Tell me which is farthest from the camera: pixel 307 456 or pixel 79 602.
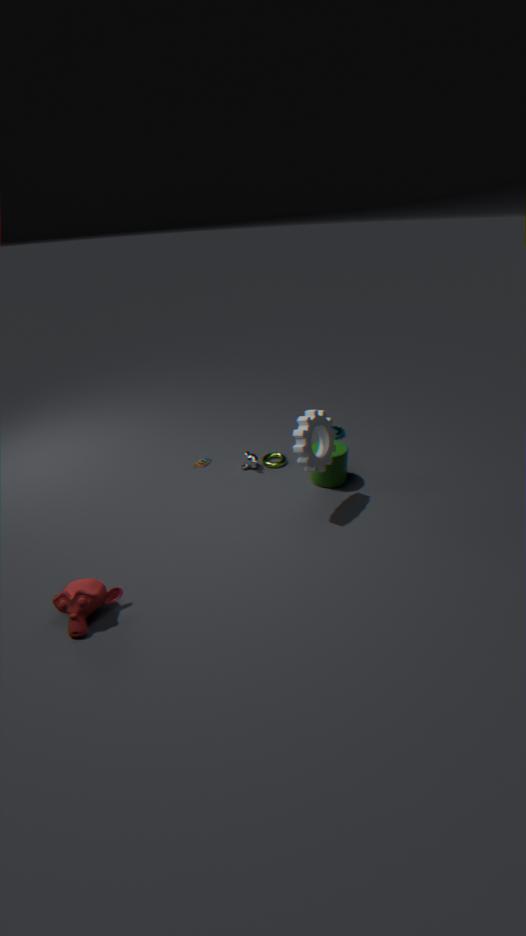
pixel 307 456
